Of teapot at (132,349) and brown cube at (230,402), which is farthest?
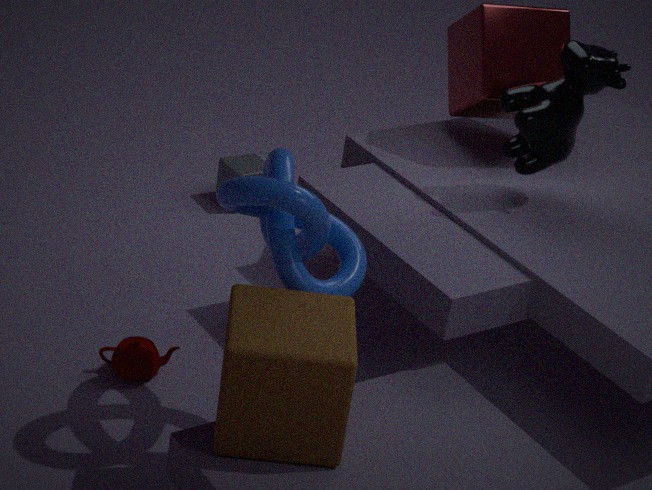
teapot at (132,349)
